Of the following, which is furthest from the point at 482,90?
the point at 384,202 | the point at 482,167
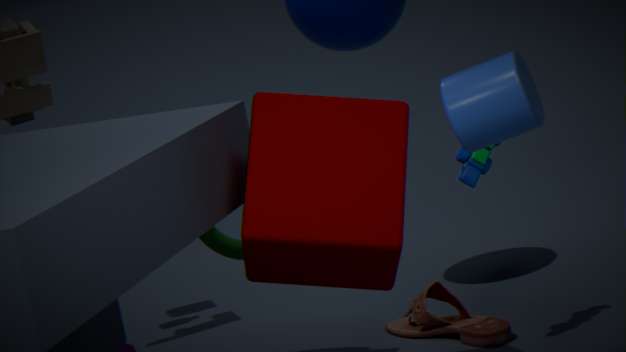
the point at 482,167
